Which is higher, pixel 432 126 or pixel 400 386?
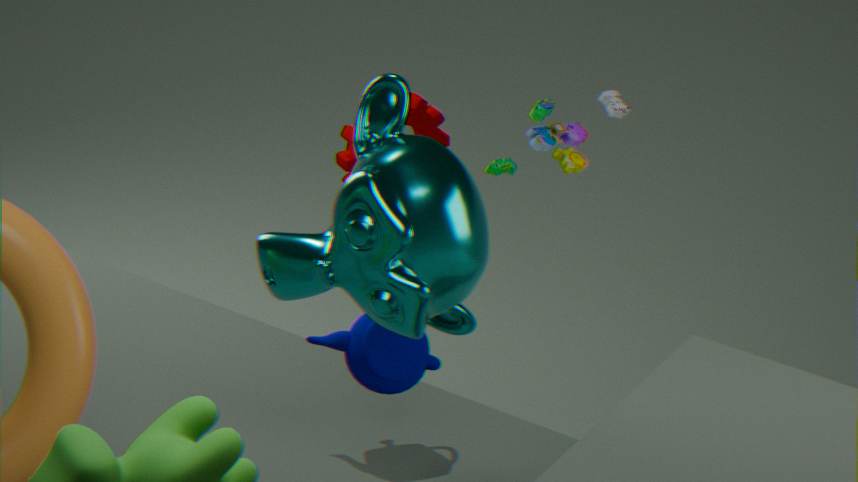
pixel 432 126
